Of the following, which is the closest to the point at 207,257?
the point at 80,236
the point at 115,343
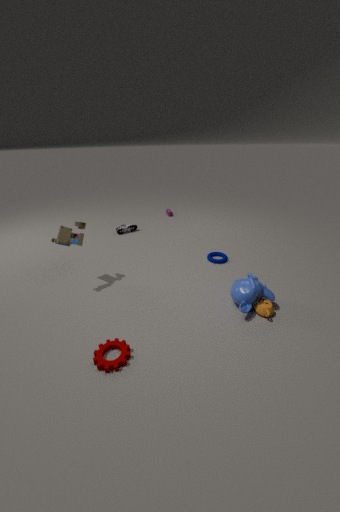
the point at 80,236
